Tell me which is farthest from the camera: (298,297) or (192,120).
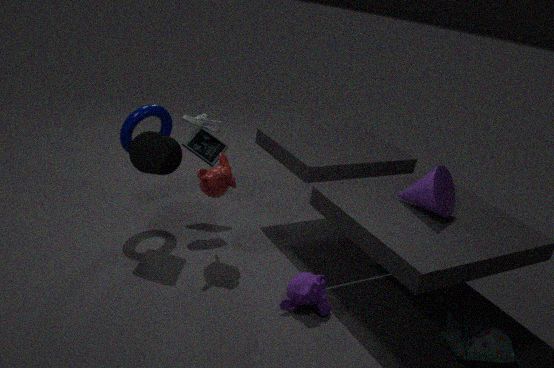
(192,120)
